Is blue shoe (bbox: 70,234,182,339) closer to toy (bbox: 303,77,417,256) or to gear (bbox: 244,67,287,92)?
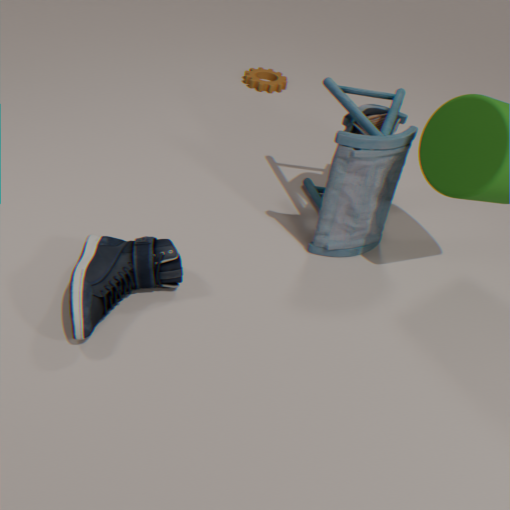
toy (bbox: 303,77,417,256)
